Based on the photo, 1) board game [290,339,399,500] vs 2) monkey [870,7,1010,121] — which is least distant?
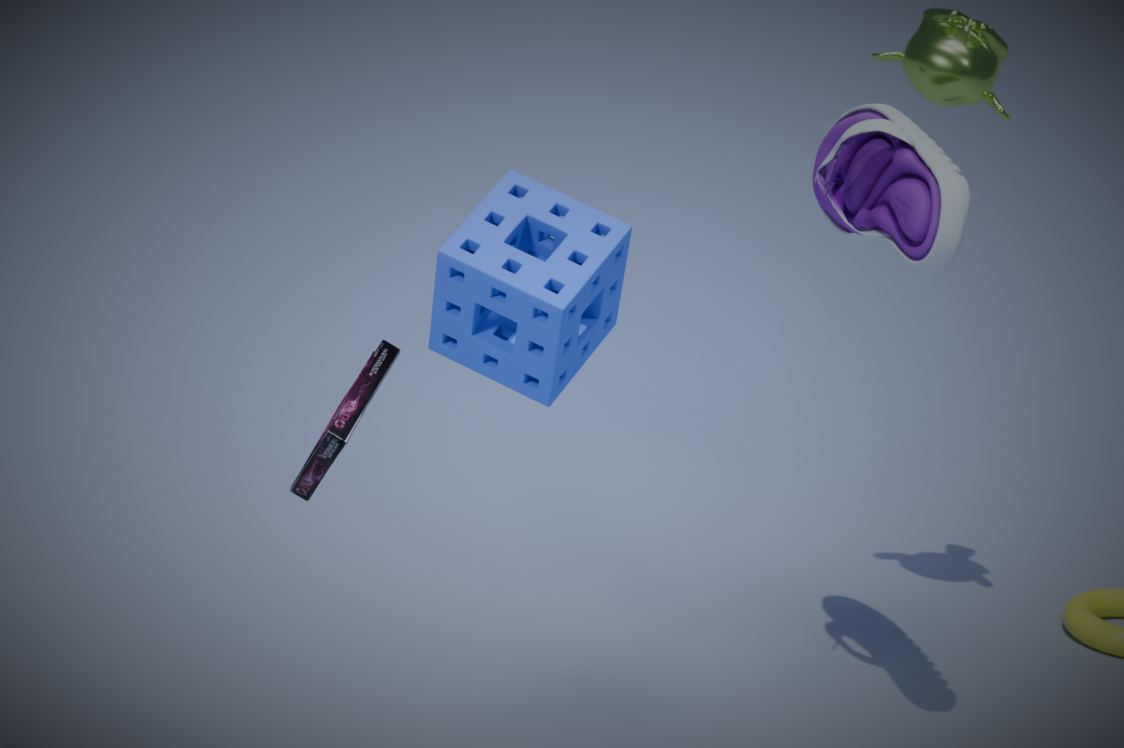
1. board game [290,339,399,500]
